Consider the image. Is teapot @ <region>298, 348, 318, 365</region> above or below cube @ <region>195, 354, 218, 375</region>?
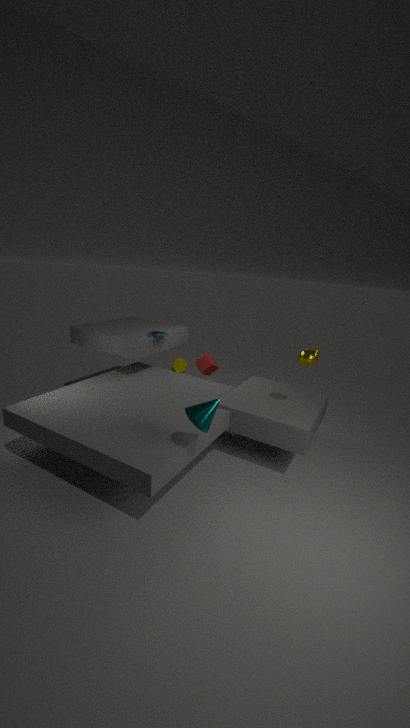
above
